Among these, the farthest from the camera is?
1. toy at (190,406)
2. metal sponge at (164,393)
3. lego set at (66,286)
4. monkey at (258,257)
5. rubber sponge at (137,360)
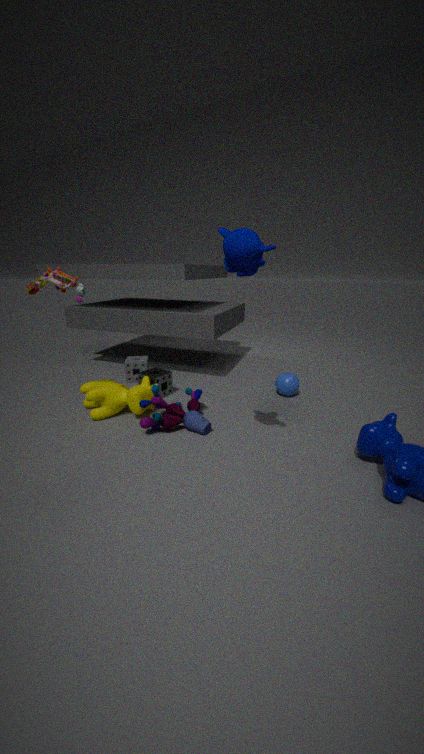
rubber sponge at (137,360)
